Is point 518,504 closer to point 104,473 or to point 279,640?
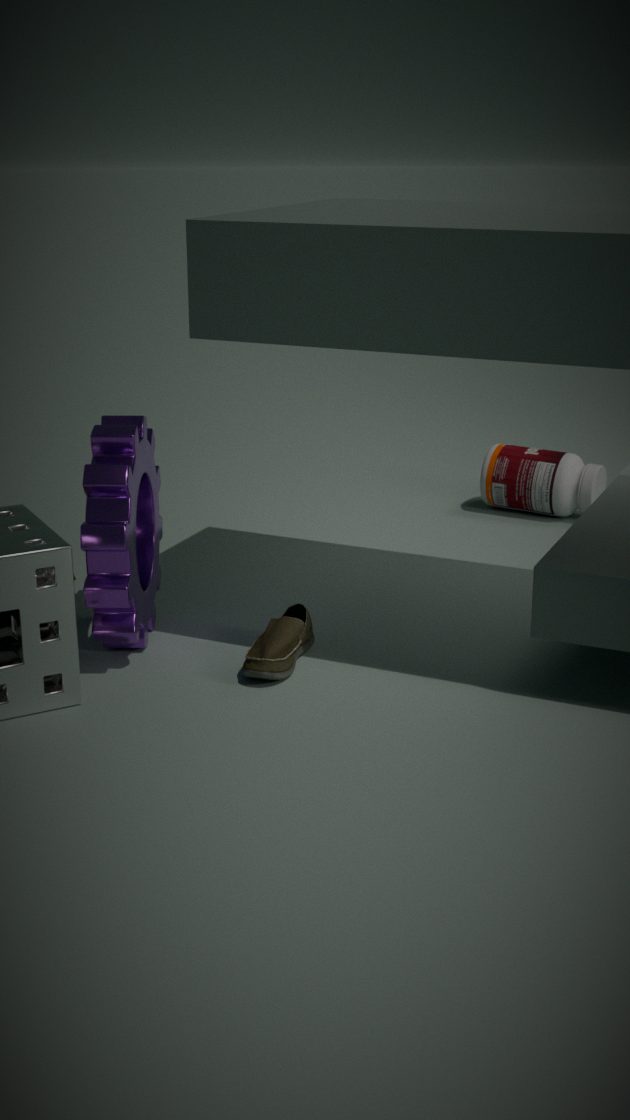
point 279,640
